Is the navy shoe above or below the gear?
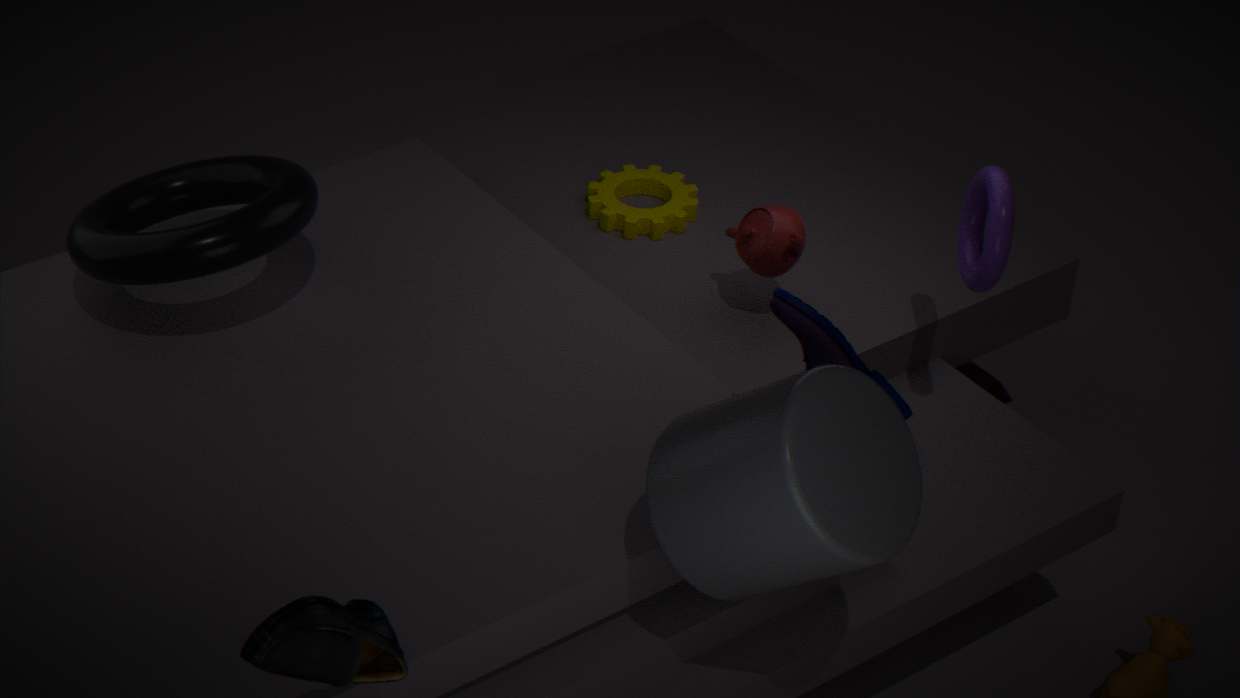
above
